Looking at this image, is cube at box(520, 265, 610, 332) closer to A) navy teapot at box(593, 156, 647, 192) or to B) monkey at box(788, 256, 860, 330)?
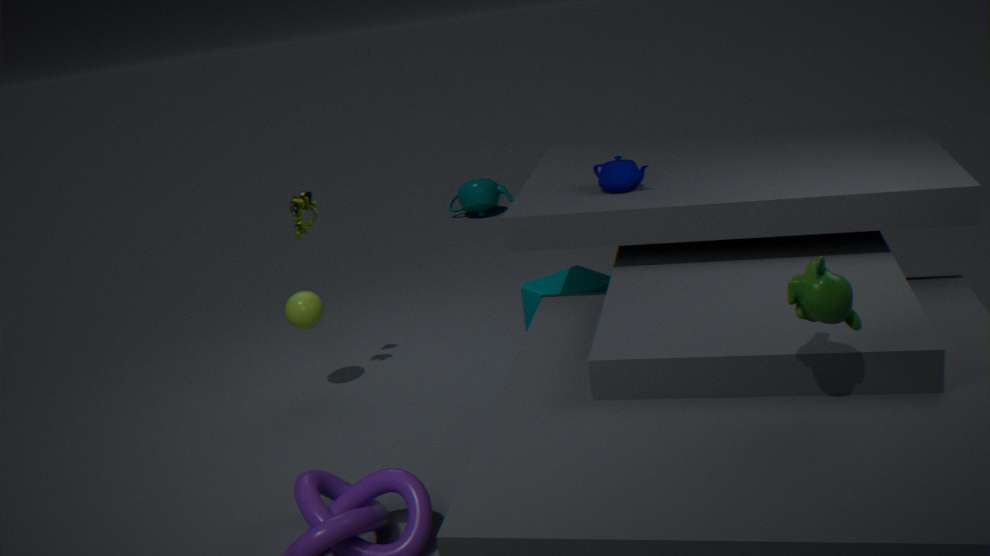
A) navy teapot at box(593, 156, 647, 192)
